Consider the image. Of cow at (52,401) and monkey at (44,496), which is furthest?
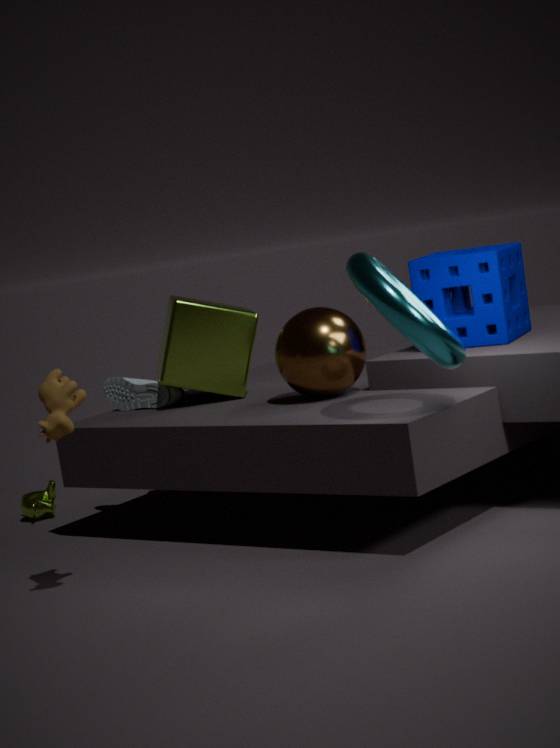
monkey at (44,496)
